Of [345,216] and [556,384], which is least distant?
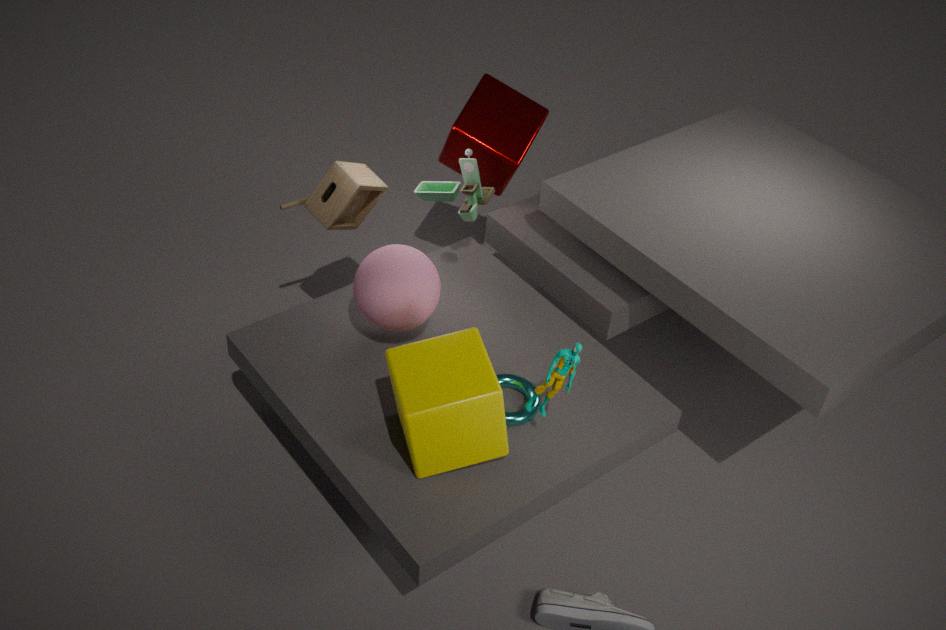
[556,384]
